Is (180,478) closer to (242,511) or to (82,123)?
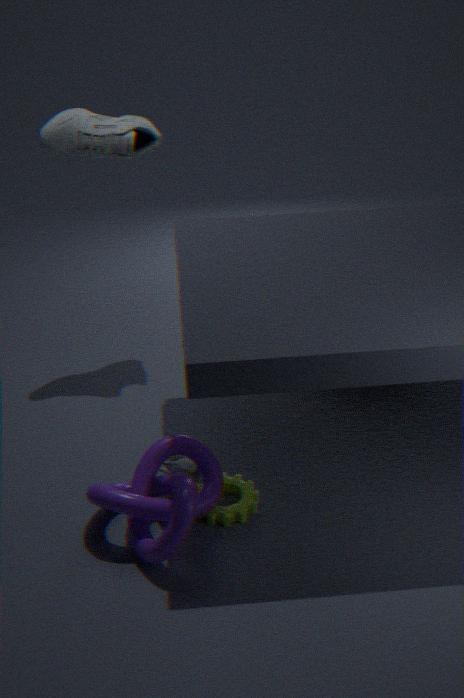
(242,511)
